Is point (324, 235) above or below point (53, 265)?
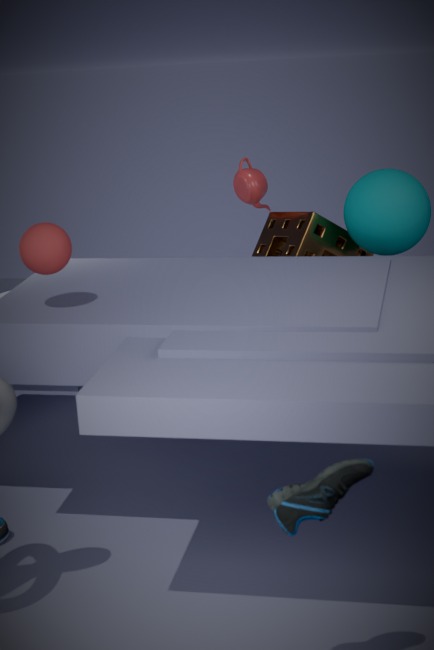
below
